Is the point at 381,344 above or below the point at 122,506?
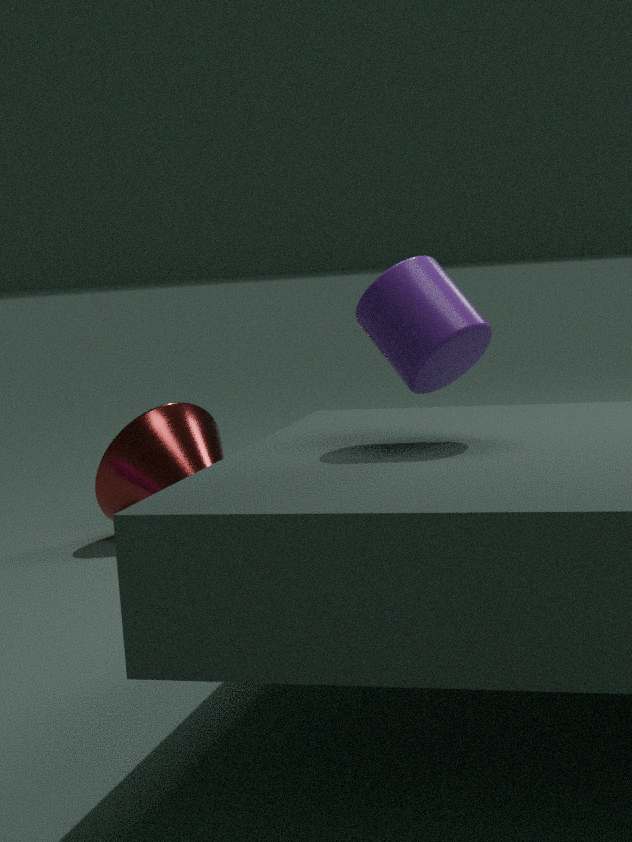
above
